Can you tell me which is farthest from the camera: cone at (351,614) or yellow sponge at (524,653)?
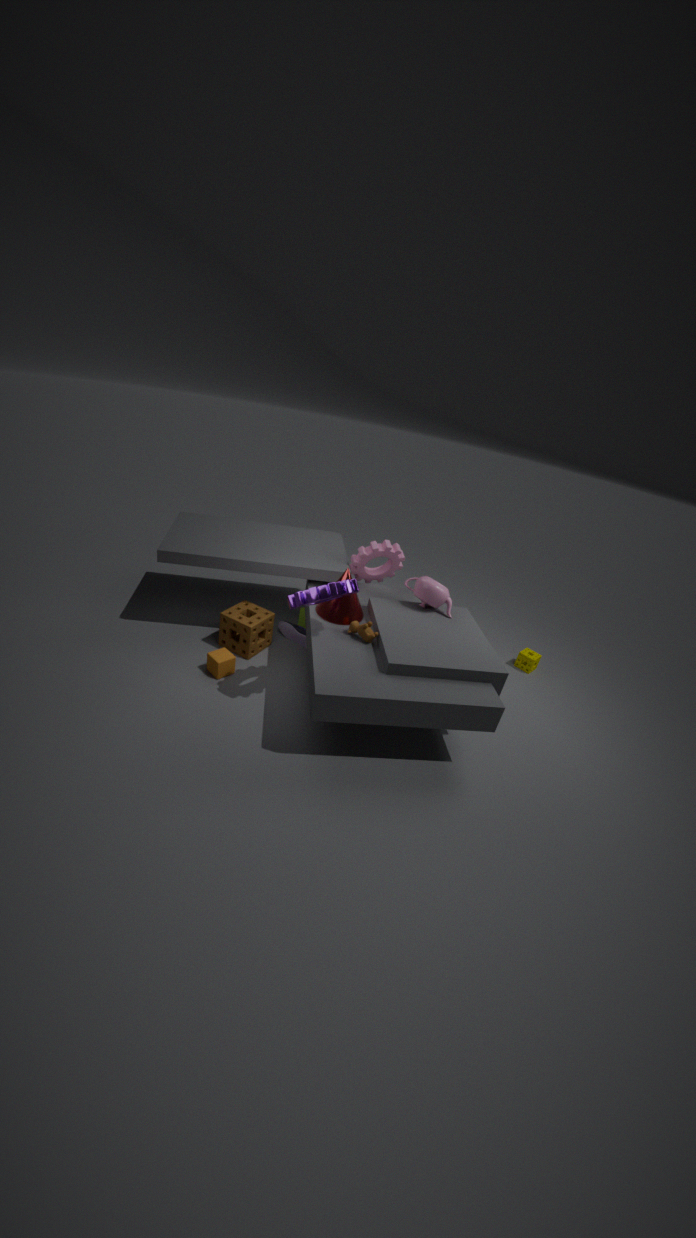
yellow sponge at (524,653)
